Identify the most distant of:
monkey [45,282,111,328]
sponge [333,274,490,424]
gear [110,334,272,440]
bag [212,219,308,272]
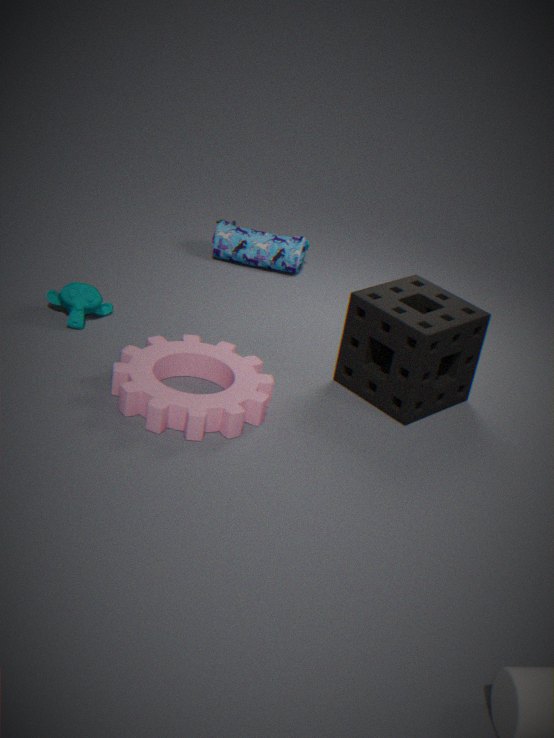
bag [212,219,308,272]
